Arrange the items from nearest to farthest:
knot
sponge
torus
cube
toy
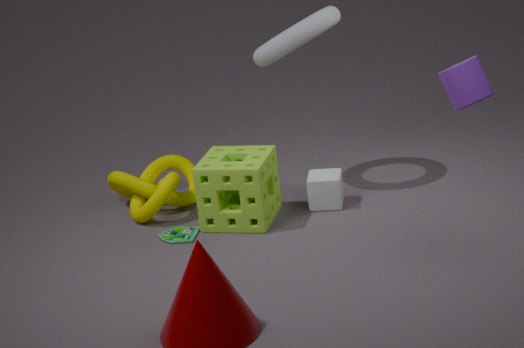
1. sponge
2. toy
3. torus
4. cube
5. knot
